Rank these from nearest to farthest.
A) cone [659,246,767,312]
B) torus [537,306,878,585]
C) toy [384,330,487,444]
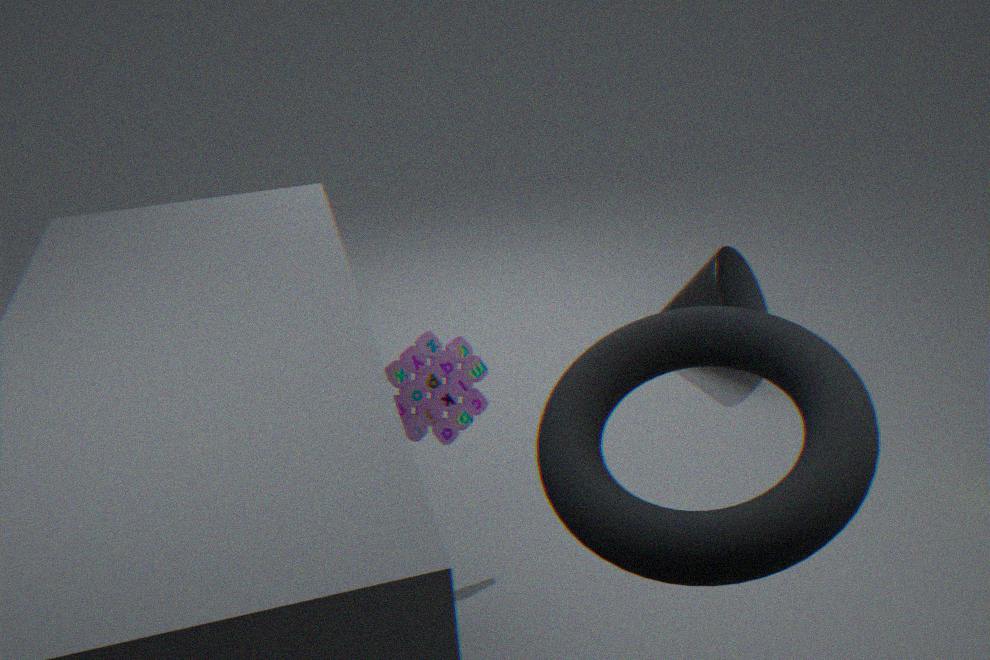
torus [537,306,878,585] → toy [384,330,487,444] → cone [659,246,767,312]
